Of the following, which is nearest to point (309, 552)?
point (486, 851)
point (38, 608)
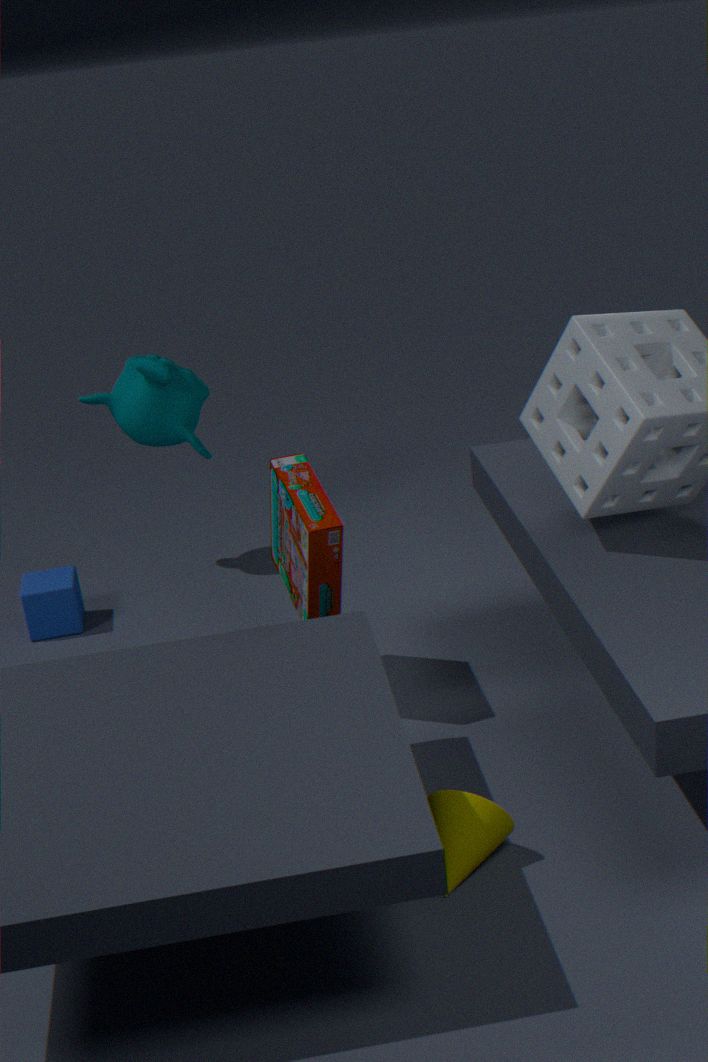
point (486, 851)
